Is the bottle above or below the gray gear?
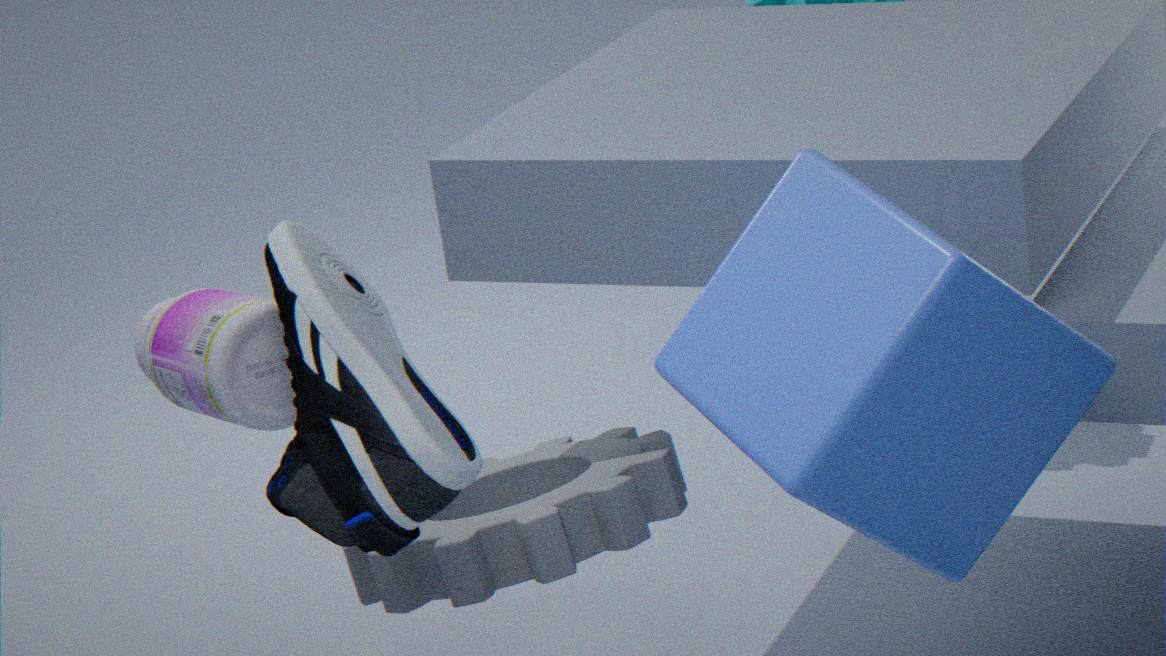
above
